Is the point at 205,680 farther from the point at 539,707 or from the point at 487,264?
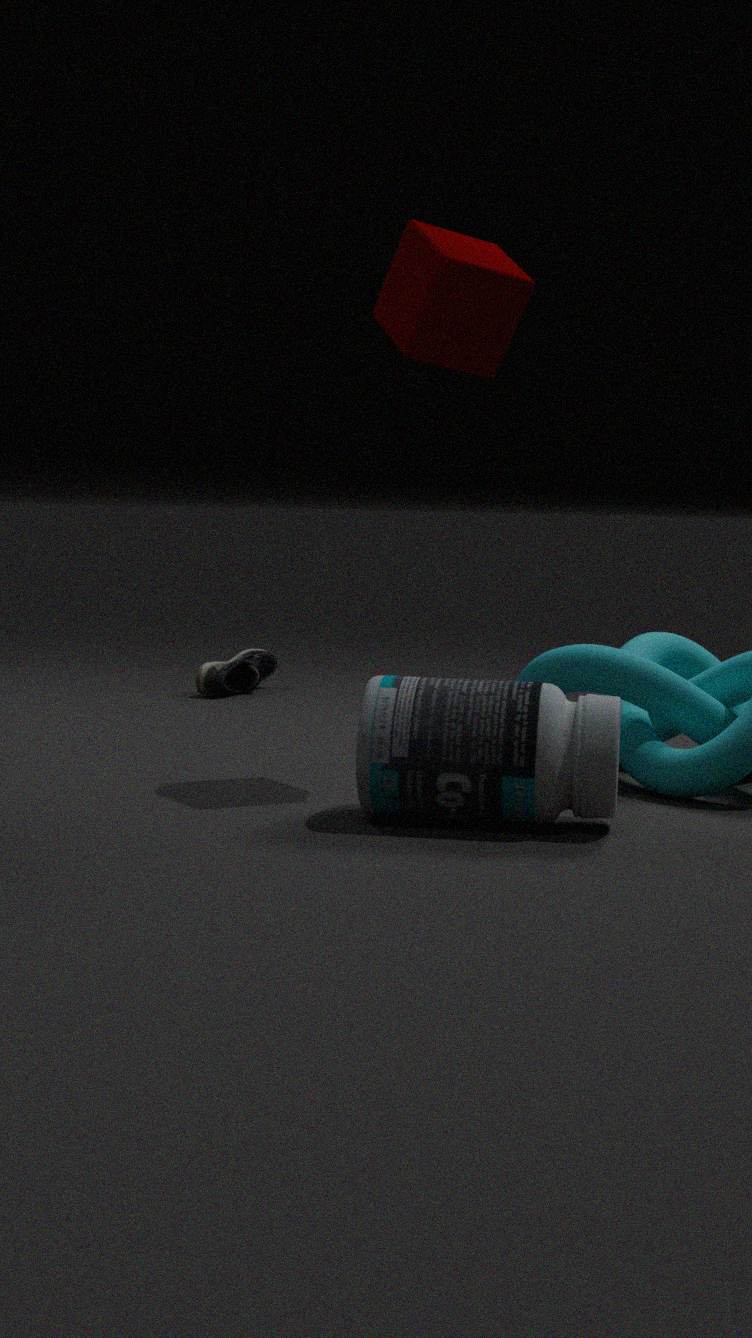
the point at 539,707
